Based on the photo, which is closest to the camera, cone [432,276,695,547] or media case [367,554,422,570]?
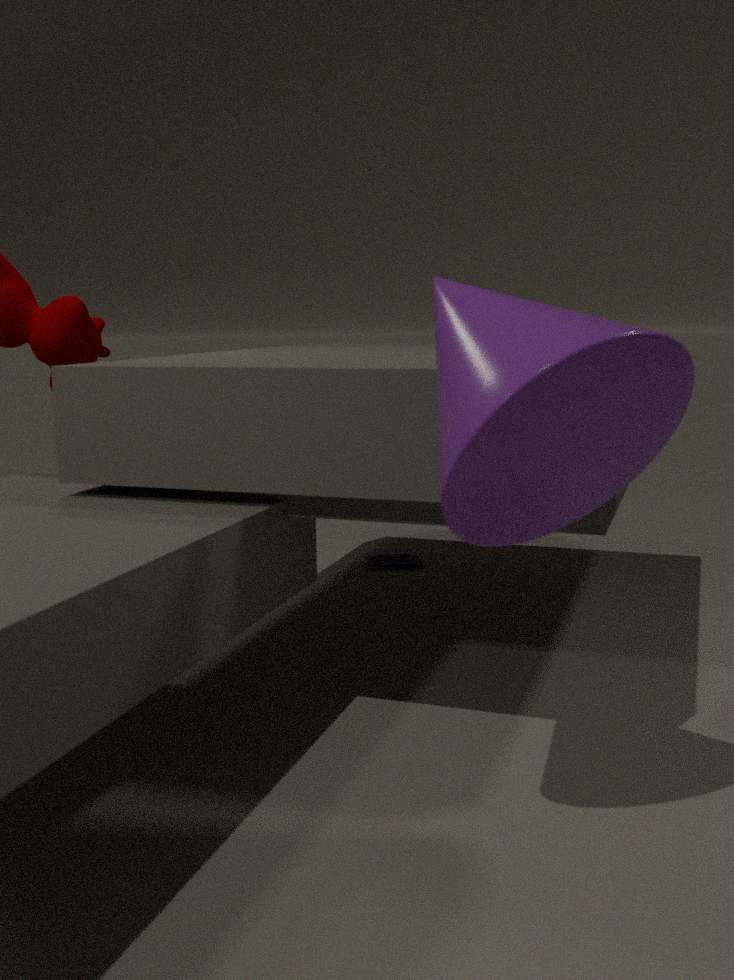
cone [432,276,695,547]
